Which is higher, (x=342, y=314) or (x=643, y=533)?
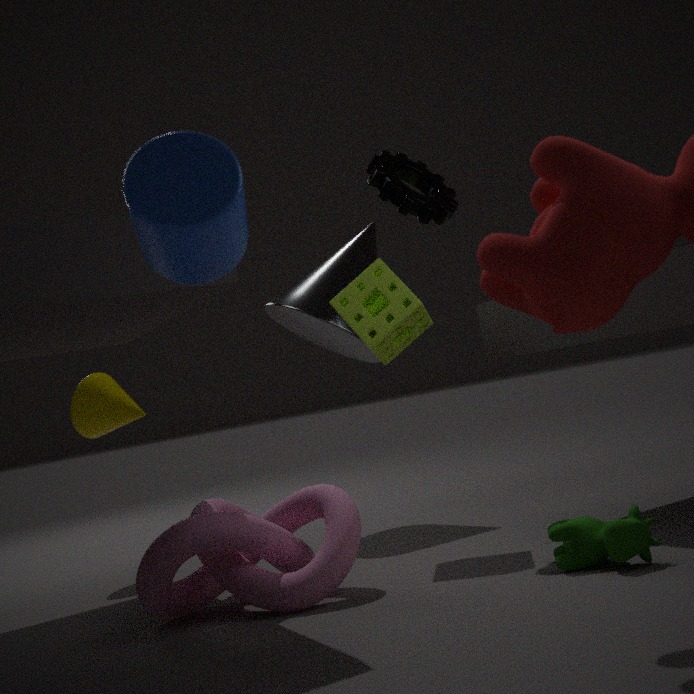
(x=342, y=314)
